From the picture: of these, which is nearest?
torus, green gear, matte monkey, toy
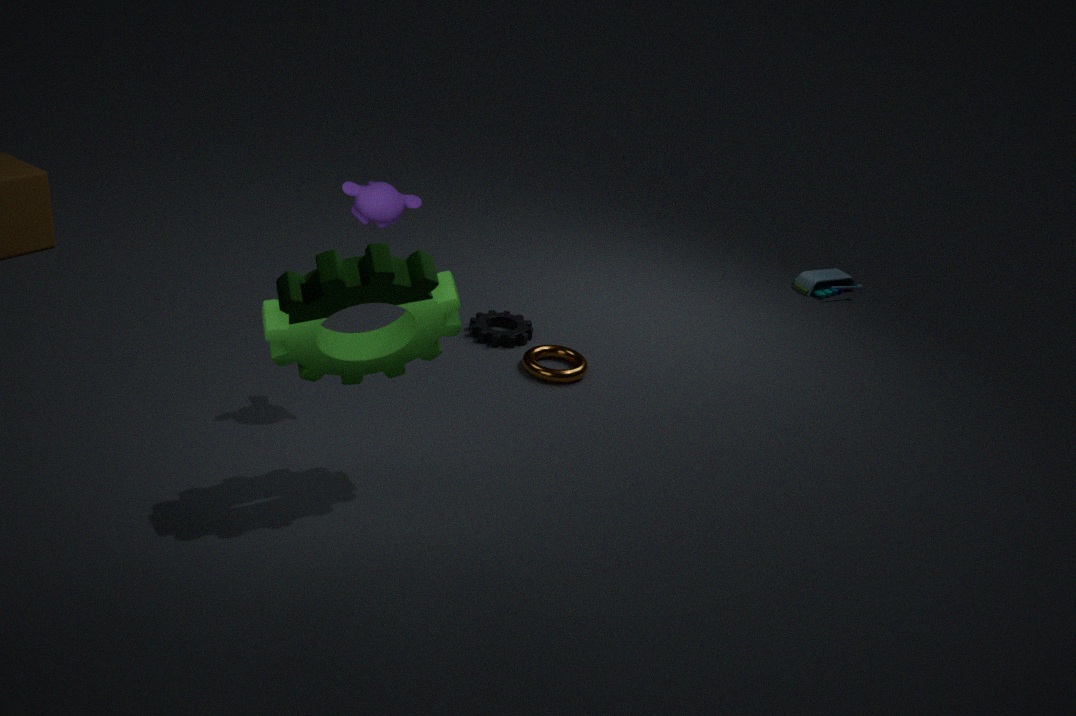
green gear
